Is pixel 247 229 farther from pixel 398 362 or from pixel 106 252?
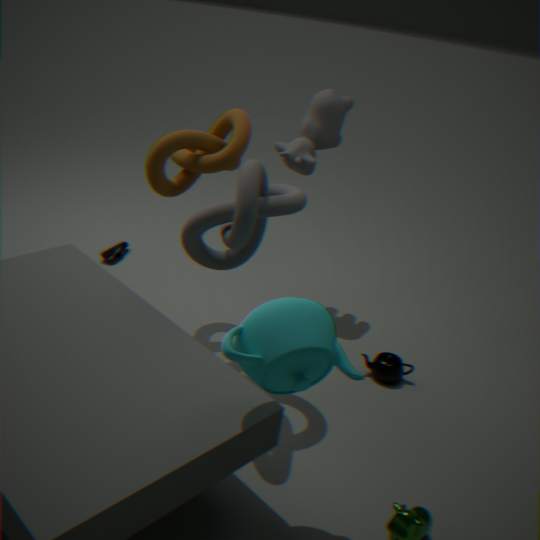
pixel 106 252
